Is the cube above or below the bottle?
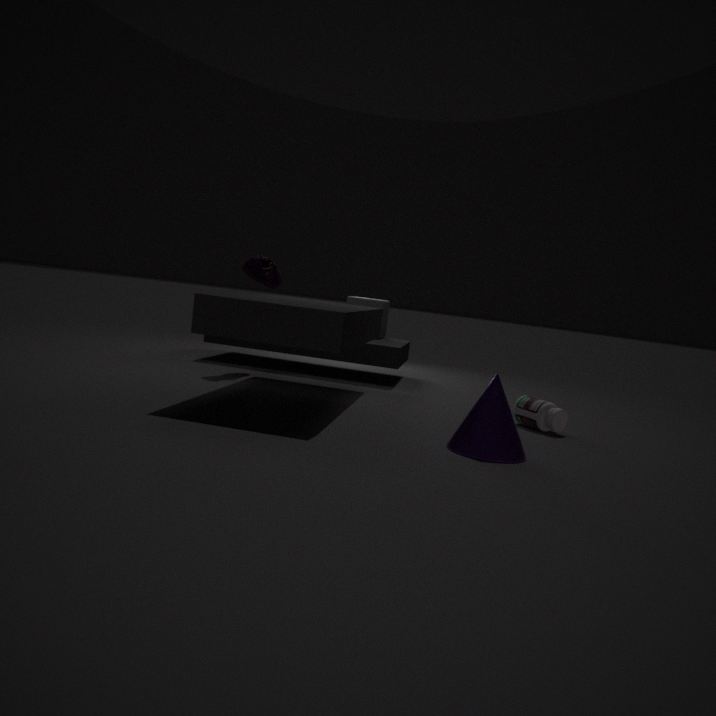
above
